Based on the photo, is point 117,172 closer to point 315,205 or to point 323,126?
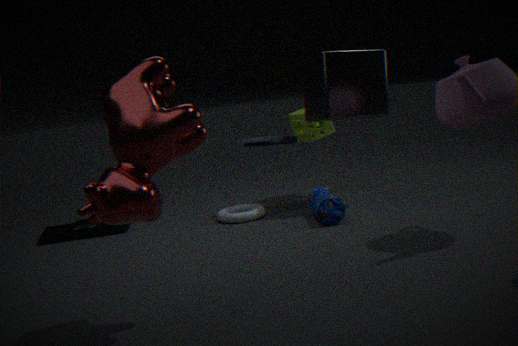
point 315,205
